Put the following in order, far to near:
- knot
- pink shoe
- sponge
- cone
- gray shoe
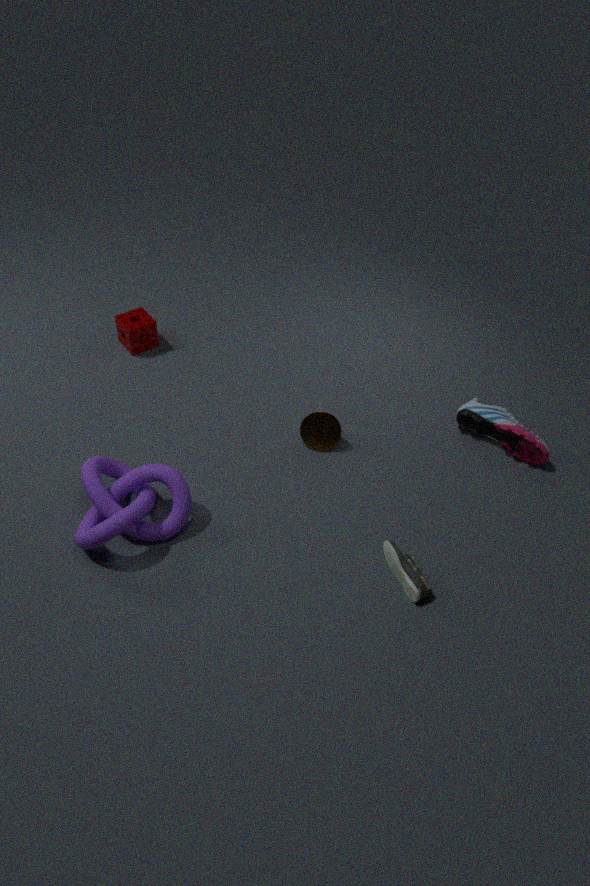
sponge < cone < pink shoe < gray shoe < knot
